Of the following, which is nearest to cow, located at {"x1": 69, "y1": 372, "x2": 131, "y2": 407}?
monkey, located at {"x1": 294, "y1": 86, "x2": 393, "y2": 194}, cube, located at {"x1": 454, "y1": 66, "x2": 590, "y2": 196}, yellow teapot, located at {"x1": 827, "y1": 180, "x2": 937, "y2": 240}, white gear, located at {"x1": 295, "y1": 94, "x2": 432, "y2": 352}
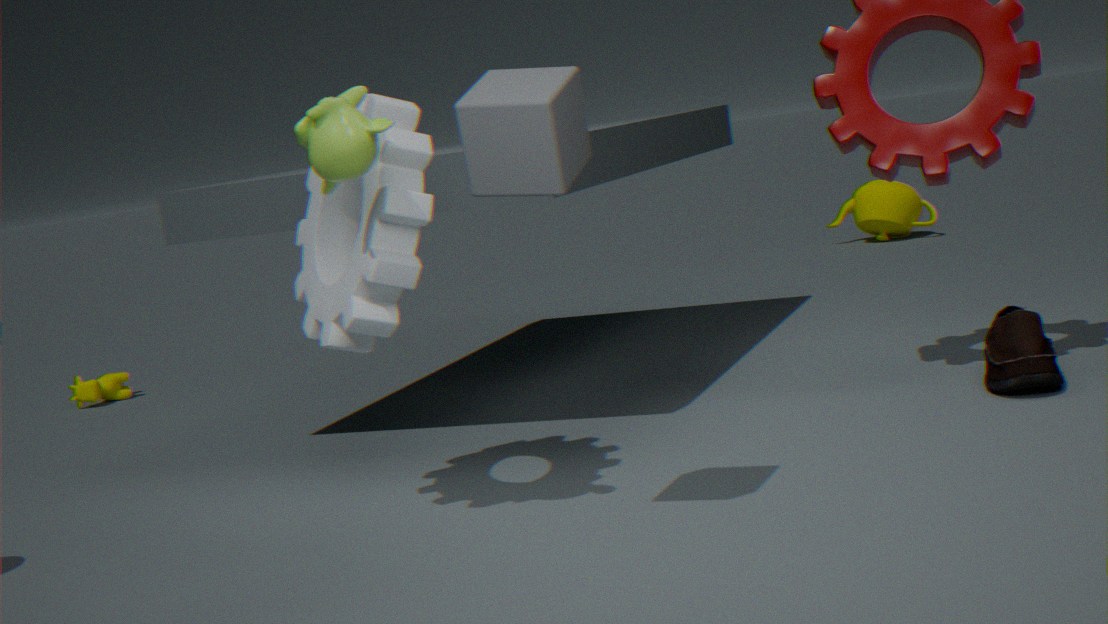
white gear, located at {"x1": 295, "y1": 94, "x2": 432, "y2": 352}
